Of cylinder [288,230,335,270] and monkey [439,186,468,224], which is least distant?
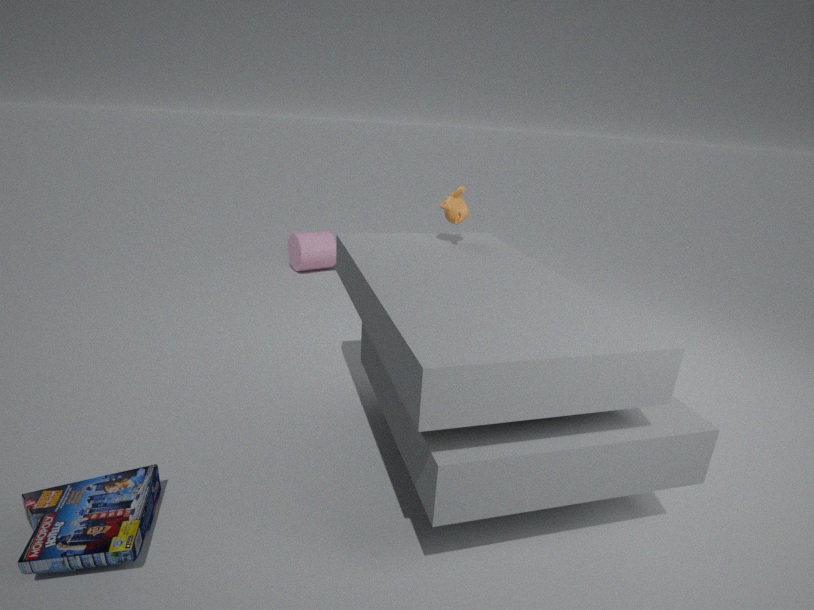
monkey [439,186,468,224]
